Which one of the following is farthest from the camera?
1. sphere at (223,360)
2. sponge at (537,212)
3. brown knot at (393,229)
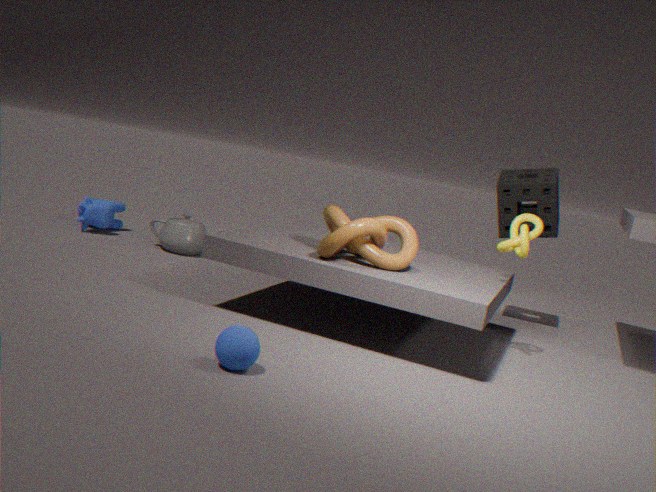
sponge at (537,212)
